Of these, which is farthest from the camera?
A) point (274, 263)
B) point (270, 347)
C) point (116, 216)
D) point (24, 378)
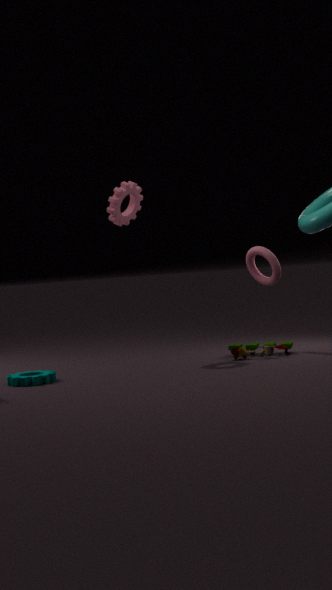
point (274, 263)
